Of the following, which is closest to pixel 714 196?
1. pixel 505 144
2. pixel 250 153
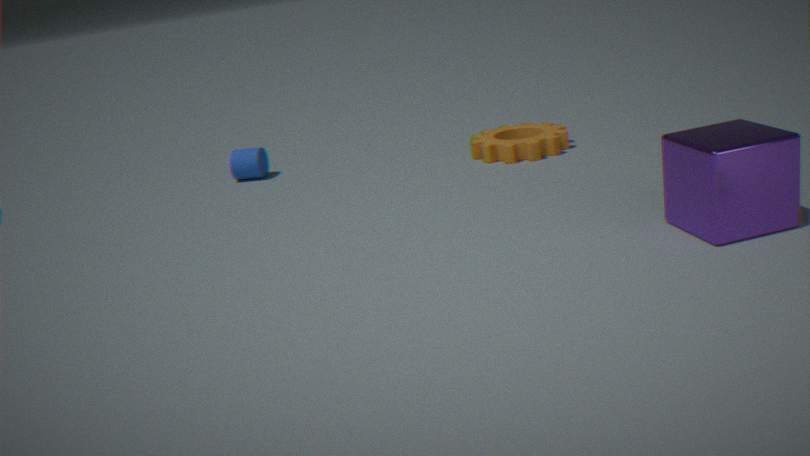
pixel 505 144
